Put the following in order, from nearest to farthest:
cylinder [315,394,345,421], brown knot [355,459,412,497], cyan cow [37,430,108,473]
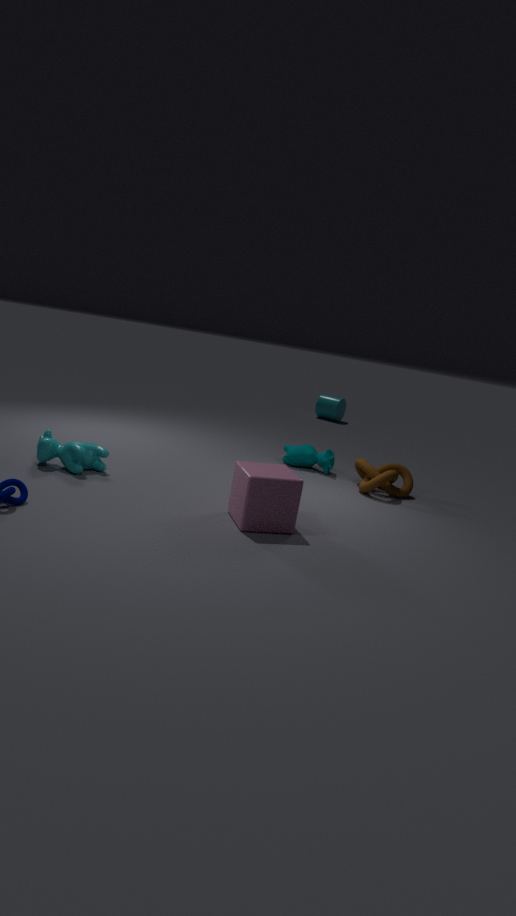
cyan cow [37,430,108,473] < brown knot [355,459,412,497] < cylinder [315,394,345,421]
